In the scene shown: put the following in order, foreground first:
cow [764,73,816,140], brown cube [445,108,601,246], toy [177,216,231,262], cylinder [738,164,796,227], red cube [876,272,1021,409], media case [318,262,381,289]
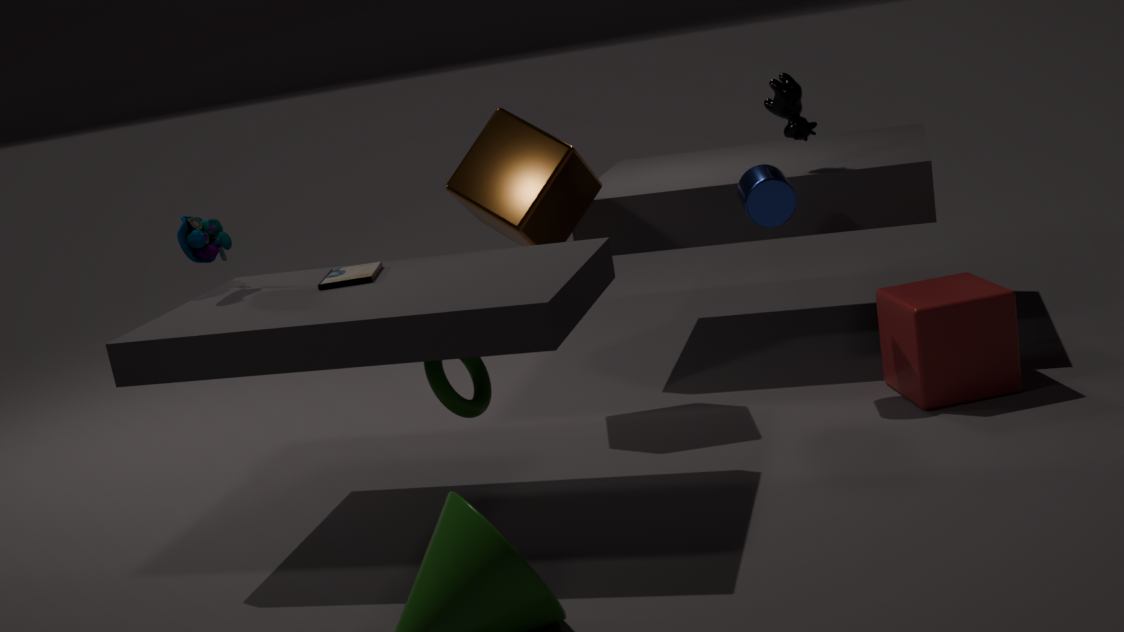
1. media case [318,262,381,289]
2. toy [177,216,231,262]
3. red cube [876,272,1021,409]
4. cylinder [738,164,796,227]
5. brown cube [445,108,601,246]
6. cow [764,73,816,140]
